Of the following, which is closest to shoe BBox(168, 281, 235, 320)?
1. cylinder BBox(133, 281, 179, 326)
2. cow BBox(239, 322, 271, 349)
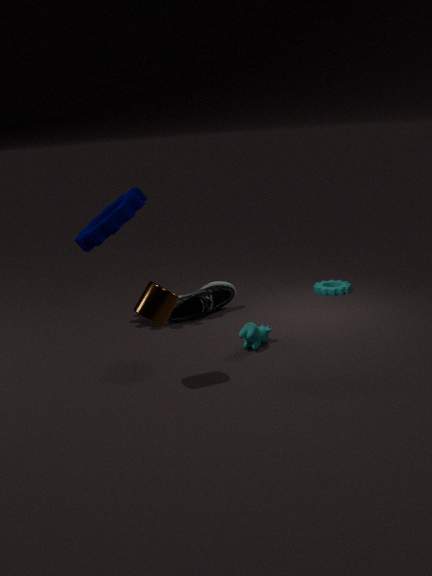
cow BBox(239, 322, 271, 349)
